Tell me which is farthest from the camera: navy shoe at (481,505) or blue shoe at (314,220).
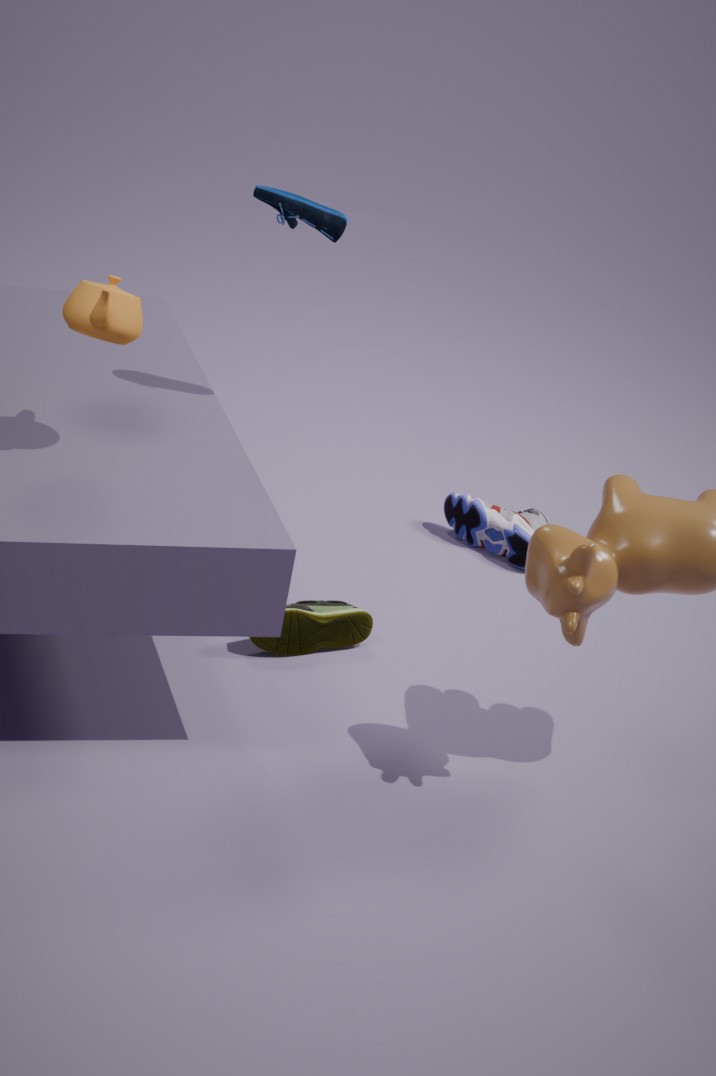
navy shoe at (481,505)
